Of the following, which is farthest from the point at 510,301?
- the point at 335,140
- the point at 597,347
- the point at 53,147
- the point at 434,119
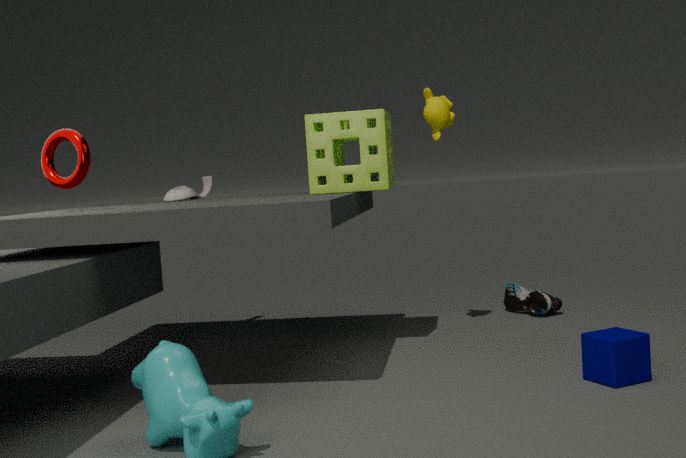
the point at 53,147
